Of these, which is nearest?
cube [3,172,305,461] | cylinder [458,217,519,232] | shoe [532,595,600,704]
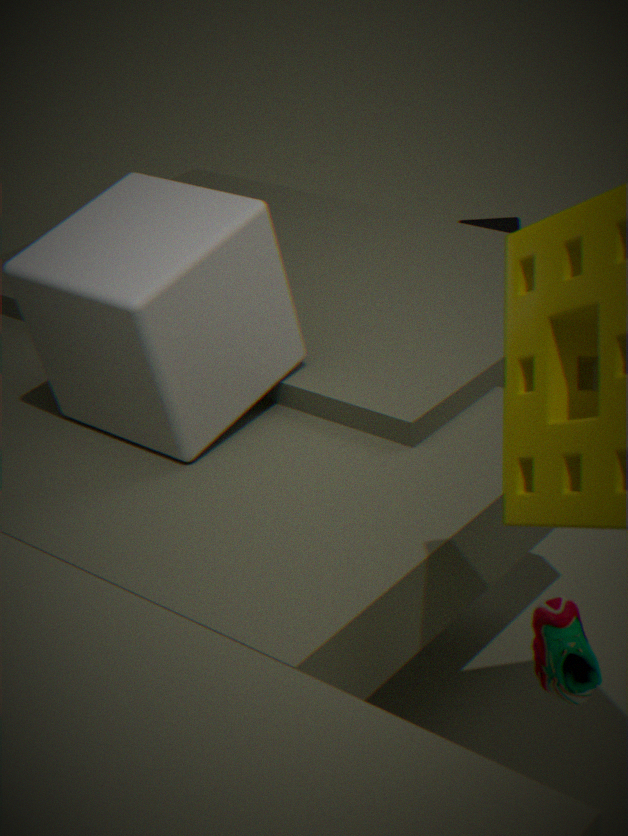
shoe [532,595,600,704]
